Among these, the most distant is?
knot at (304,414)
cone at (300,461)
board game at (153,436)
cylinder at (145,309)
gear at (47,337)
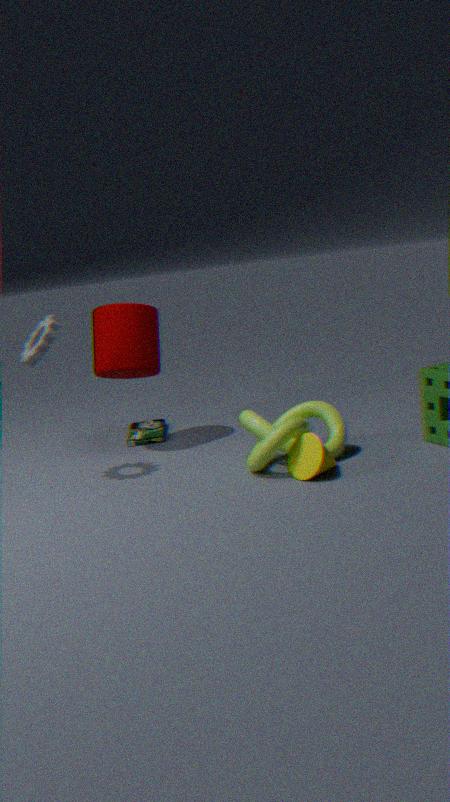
board game at (153,436)
